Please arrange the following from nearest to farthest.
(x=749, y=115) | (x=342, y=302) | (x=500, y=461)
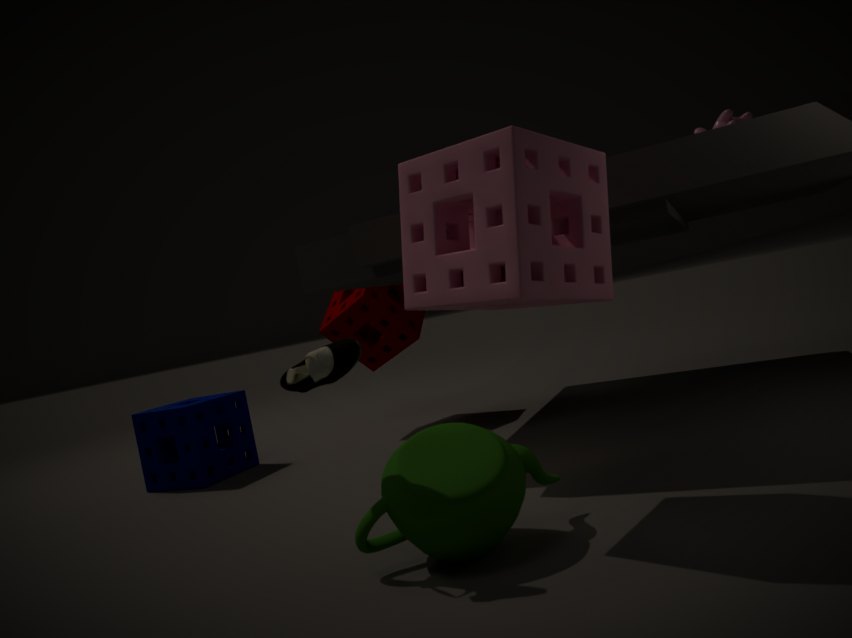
1. (x=500, y=461)
2. (x=749, y=115)
3. (x=342, y=302)
